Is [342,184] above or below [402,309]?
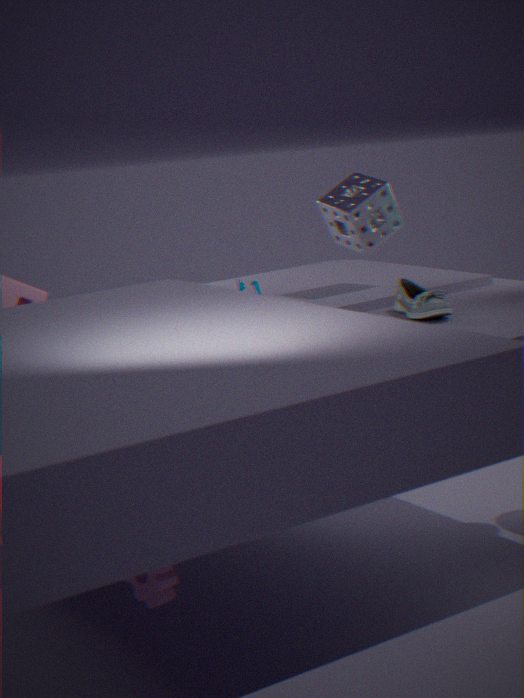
above
